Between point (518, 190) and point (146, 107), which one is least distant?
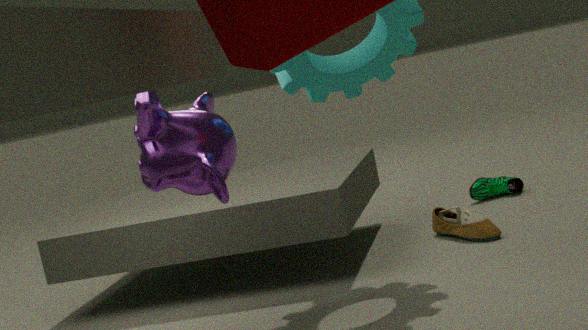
point (146, 107)
